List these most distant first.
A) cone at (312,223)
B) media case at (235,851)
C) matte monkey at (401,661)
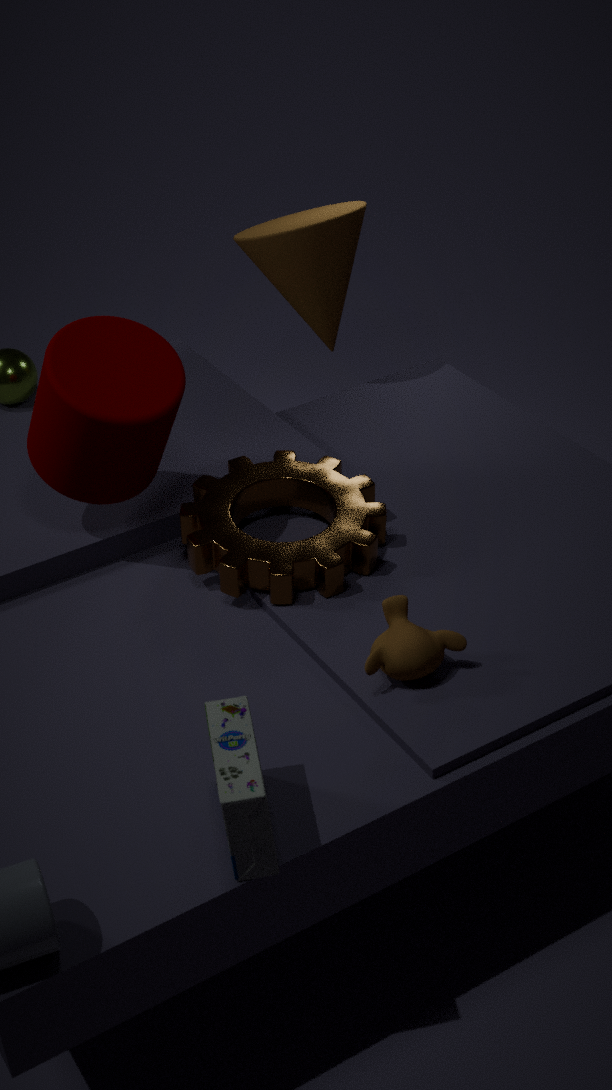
cone at (312,223), matte monkey at (401,661), media case at (235,851)
